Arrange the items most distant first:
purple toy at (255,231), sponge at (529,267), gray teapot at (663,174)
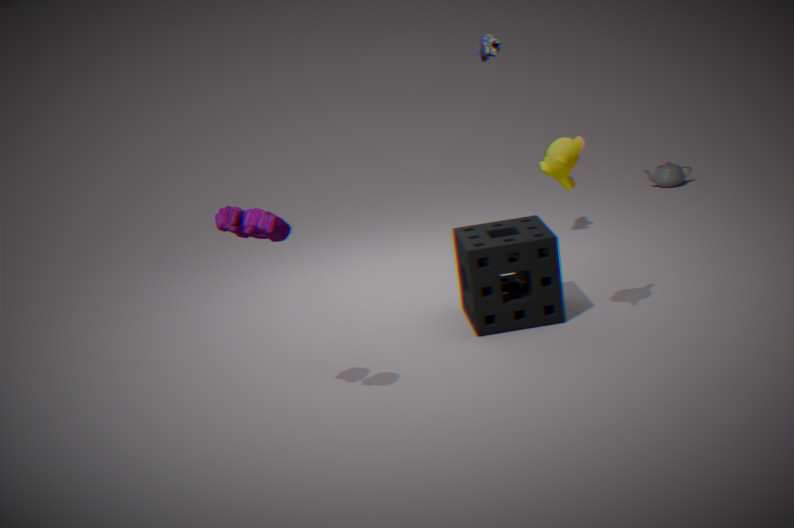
gray teapot at (663,174) < sponge at (529,267) < purple toy at (255,231)
